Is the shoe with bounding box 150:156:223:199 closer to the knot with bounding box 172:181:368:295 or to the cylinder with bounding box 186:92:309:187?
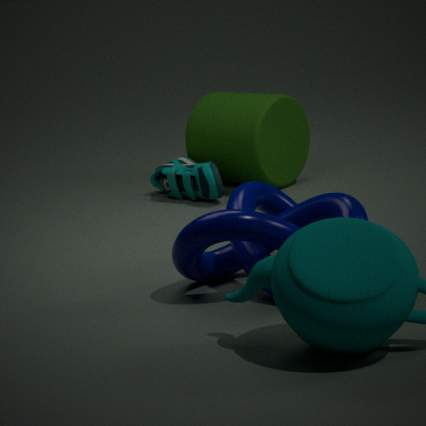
the cylinder with bounding box 186:92:309:187
